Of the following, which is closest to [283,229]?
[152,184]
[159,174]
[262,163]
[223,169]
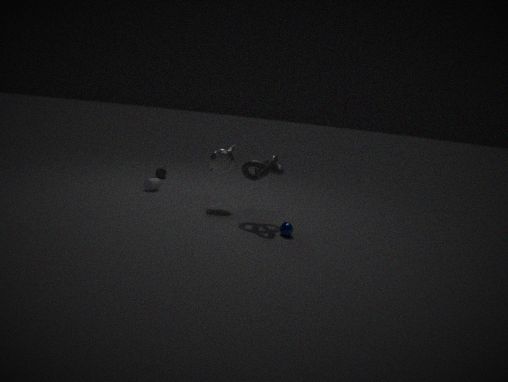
[262,163]
